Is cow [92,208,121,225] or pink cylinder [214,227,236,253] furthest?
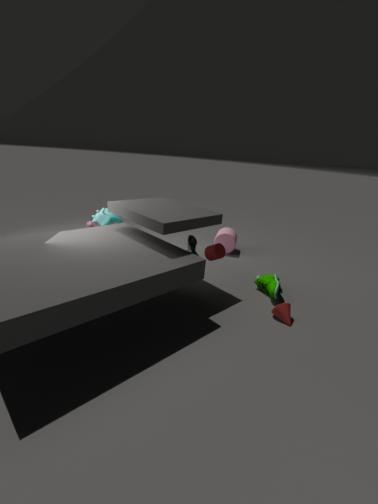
pink cylinder [214,227,236,253]
